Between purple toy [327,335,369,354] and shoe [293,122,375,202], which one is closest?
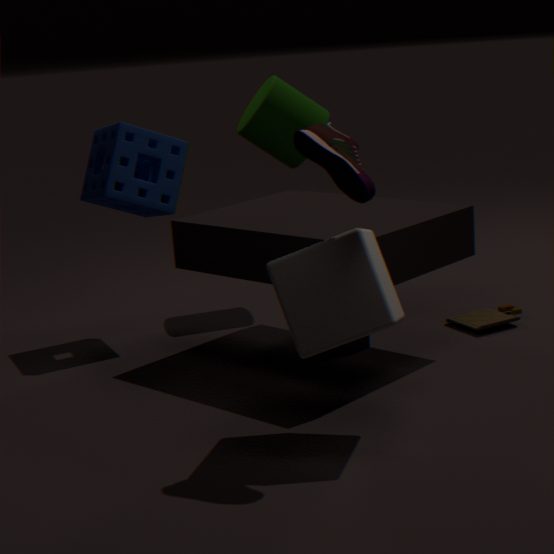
shoe [293,122,375,202]
